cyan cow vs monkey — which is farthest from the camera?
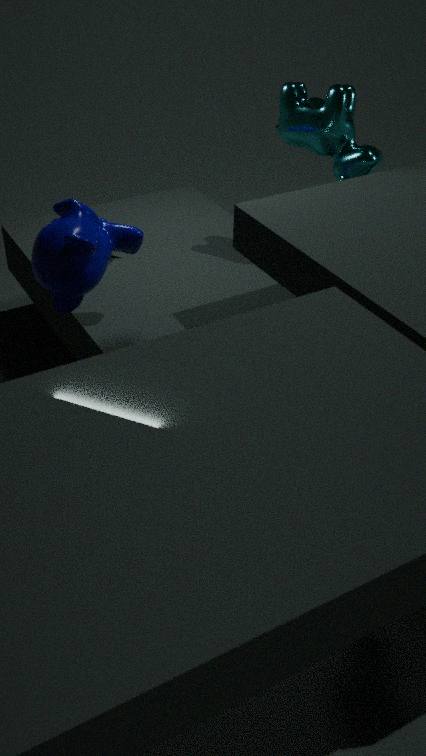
cyan cow
